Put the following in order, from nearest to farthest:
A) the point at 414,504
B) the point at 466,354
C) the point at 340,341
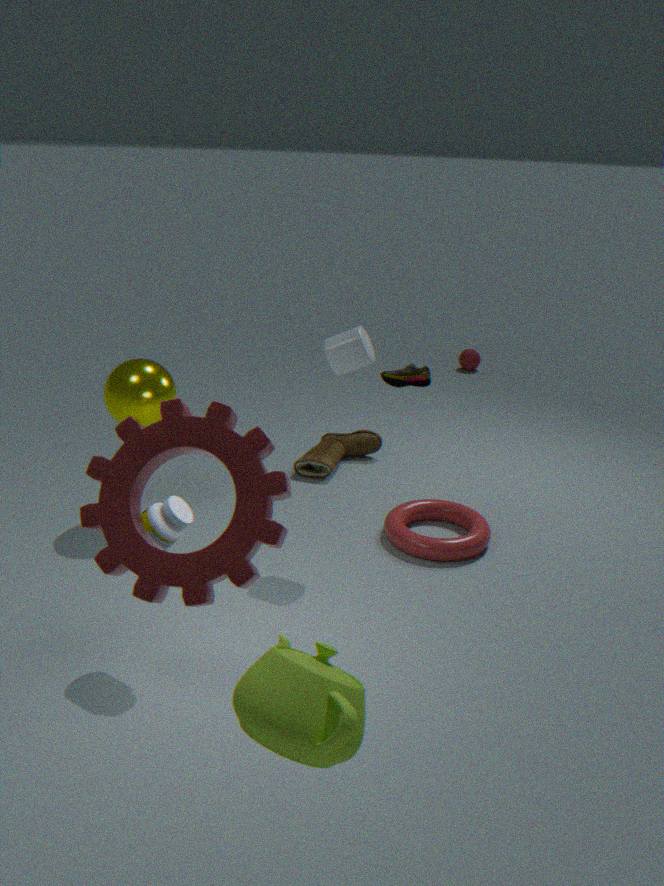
the point at 340,341 < the point at 414,504 < the point at 466,354
